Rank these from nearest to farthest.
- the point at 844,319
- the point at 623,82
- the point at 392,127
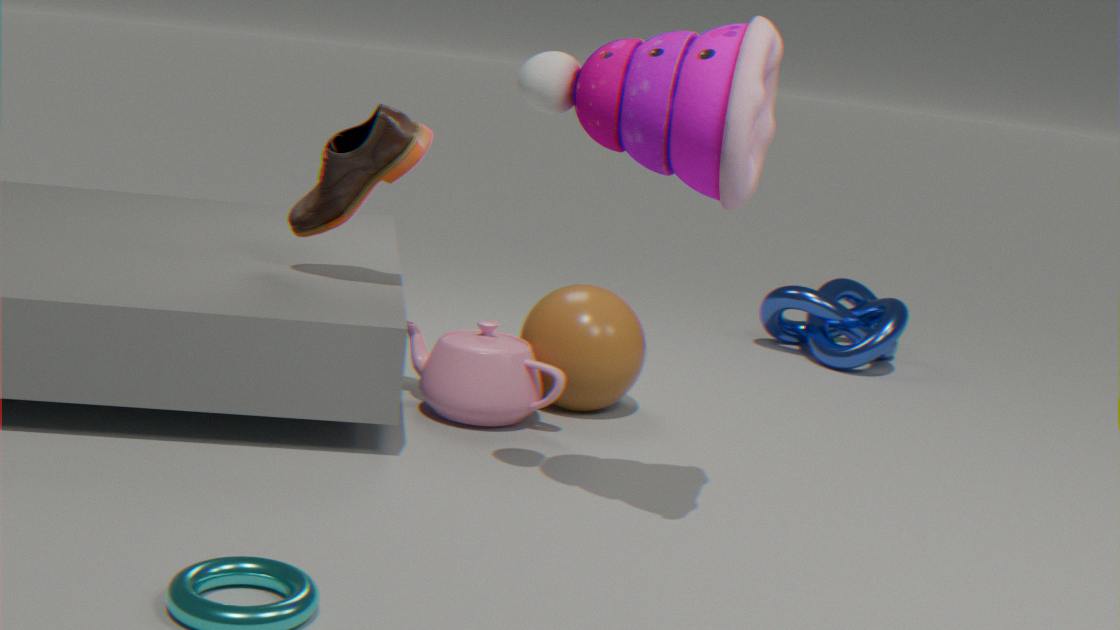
the point at 623,82
the point at 392,127
the point at 844,319
